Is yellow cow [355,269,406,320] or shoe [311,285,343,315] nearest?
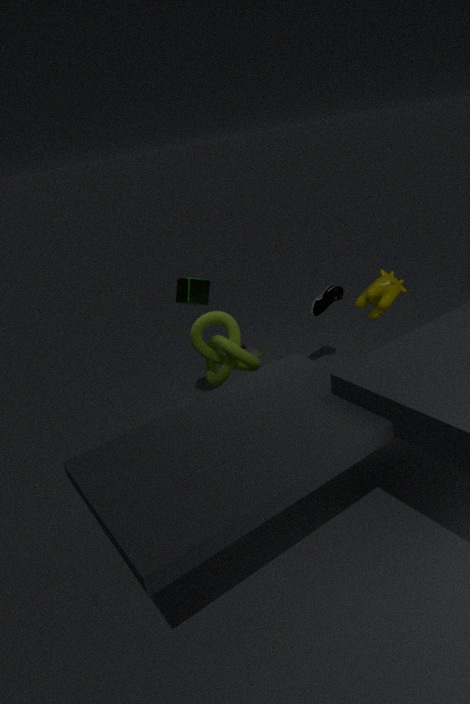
yellow cow [355,269,406,320]
